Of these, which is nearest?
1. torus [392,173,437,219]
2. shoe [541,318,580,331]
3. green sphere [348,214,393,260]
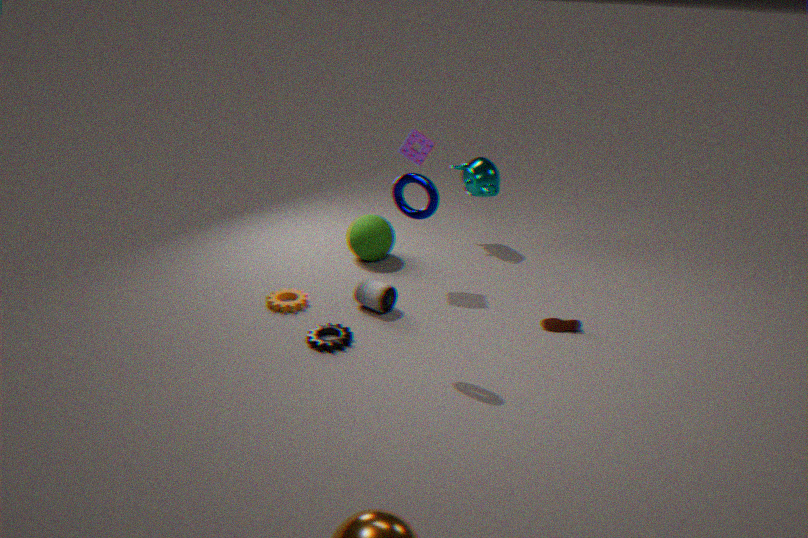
torus [392,173,437,219]
